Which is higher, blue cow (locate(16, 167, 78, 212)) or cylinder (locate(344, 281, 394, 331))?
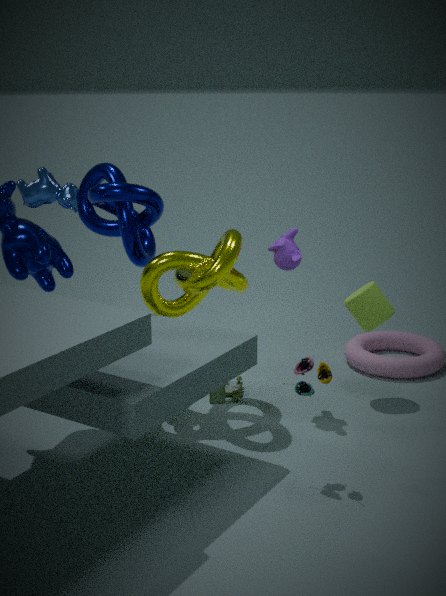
blue cow (locate(16, 167, 78, 212))
